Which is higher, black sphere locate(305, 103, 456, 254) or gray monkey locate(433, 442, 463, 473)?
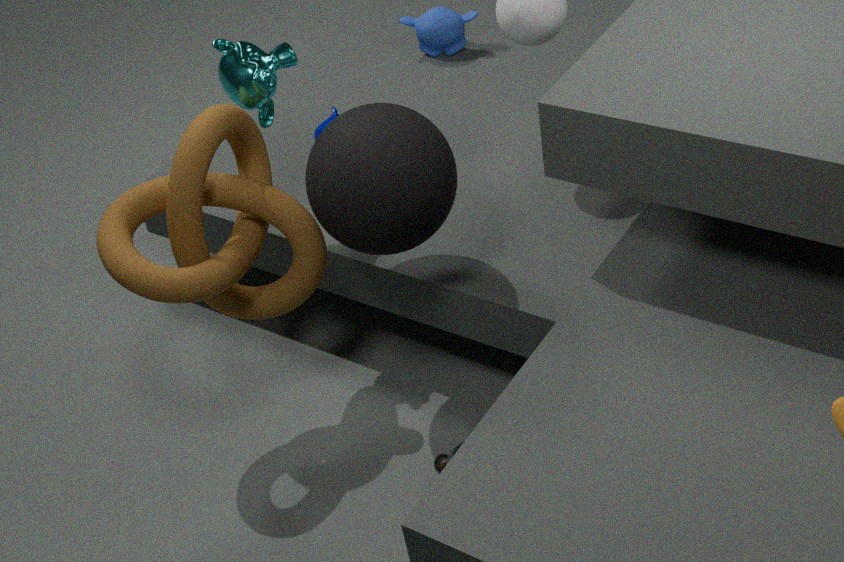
black sphere locate(305, 103, 456, 254)
